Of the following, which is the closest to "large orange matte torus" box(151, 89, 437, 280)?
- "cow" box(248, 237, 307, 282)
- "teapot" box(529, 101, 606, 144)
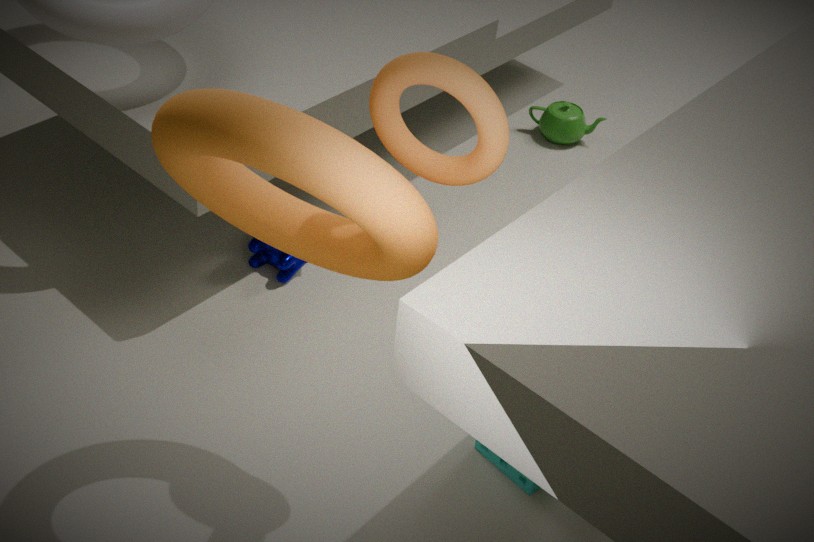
"cow" box(248, 237, 307, 282)
